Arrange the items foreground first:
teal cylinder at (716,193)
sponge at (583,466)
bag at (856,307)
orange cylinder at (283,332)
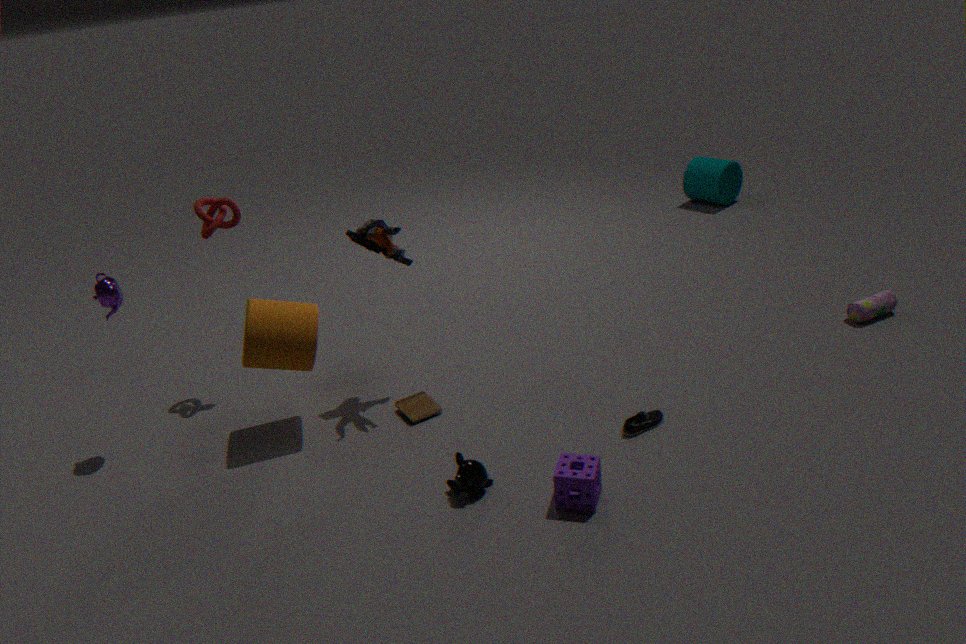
sponge at (583,466)
orange cylinder at (283,332)
bag at (856,307)
teal cylinder at (716,193)
